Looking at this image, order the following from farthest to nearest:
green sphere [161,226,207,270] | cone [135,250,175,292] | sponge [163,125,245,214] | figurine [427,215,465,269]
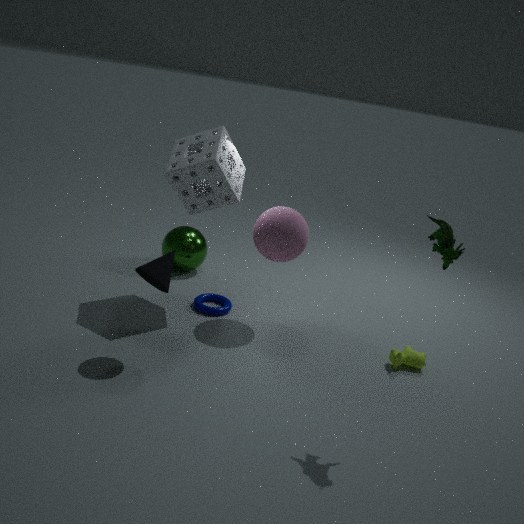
green sphere [161,226,207,270], sponge [163,125,245,214], cone [135,250,175,292], figurine [427,215,465,269]
